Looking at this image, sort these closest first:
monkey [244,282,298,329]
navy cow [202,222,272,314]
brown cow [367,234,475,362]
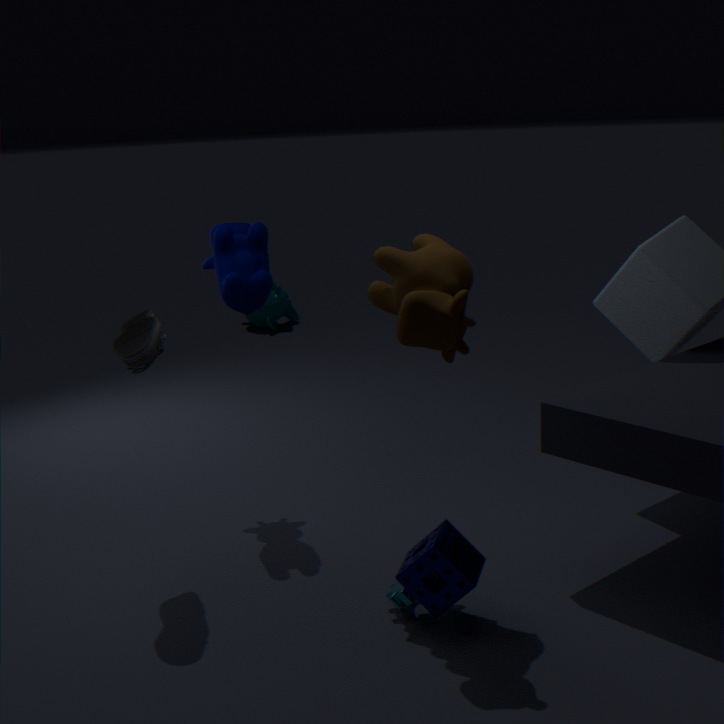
brown cow [367,234,475,362], navy cow [202,222,272,314], monkey [244,282,298,329]
